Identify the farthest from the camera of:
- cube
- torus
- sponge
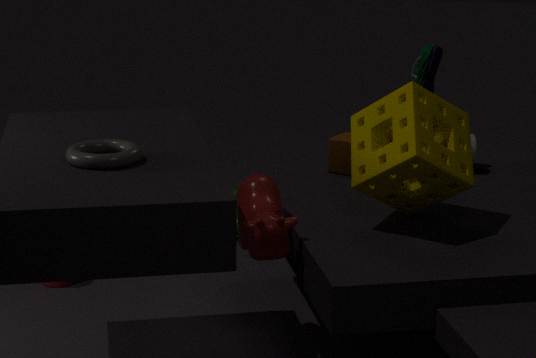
cube
